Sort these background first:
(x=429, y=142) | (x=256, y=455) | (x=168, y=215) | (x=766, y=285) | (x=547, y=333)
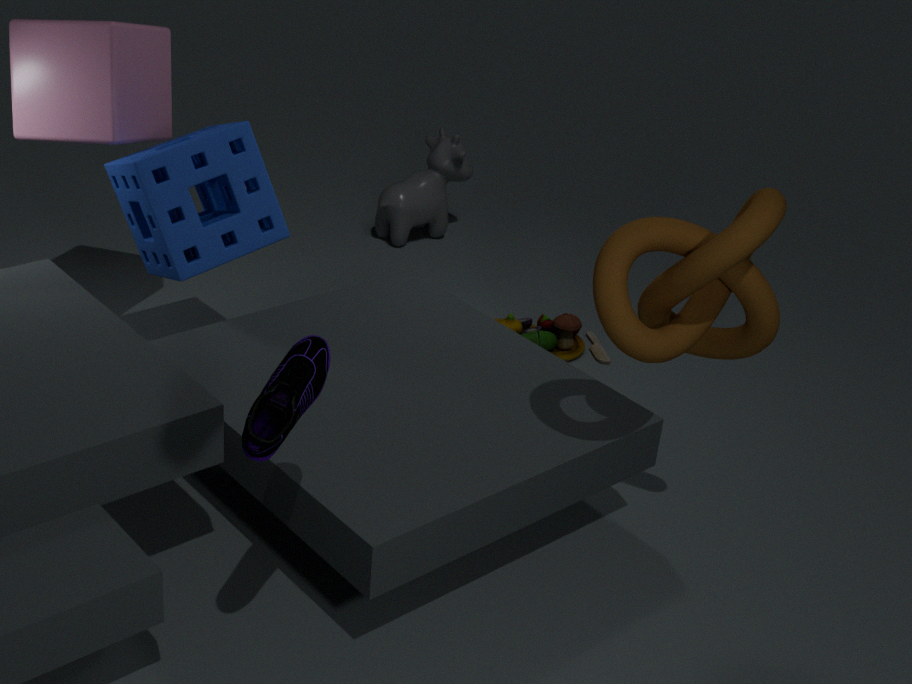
(x=429, y=142)
(x=547, y=333)
(x=168, y=215)
(x=766, y=285)
(x=256, y=455)
